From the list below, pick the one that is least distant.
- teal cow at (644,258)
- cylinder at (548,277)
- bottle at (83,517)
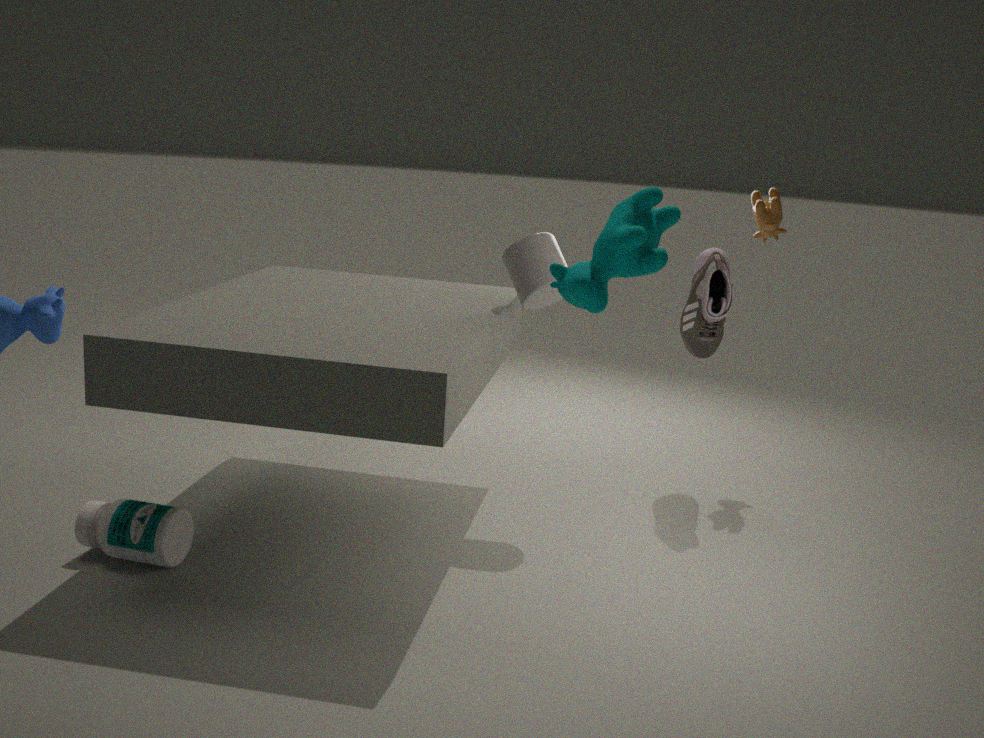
teal cow at (644,258)
